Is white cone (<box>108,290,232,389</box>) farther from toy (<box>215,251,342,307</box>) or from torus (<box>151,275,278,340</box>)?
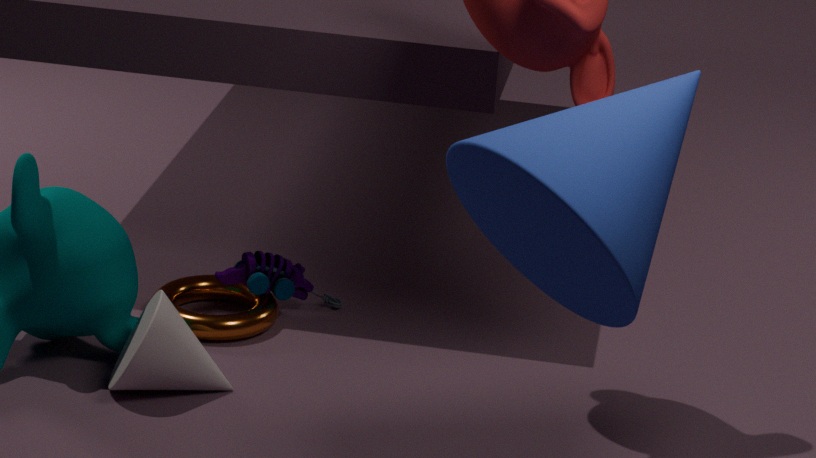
toy (<box>215,251,342,307</box>)
